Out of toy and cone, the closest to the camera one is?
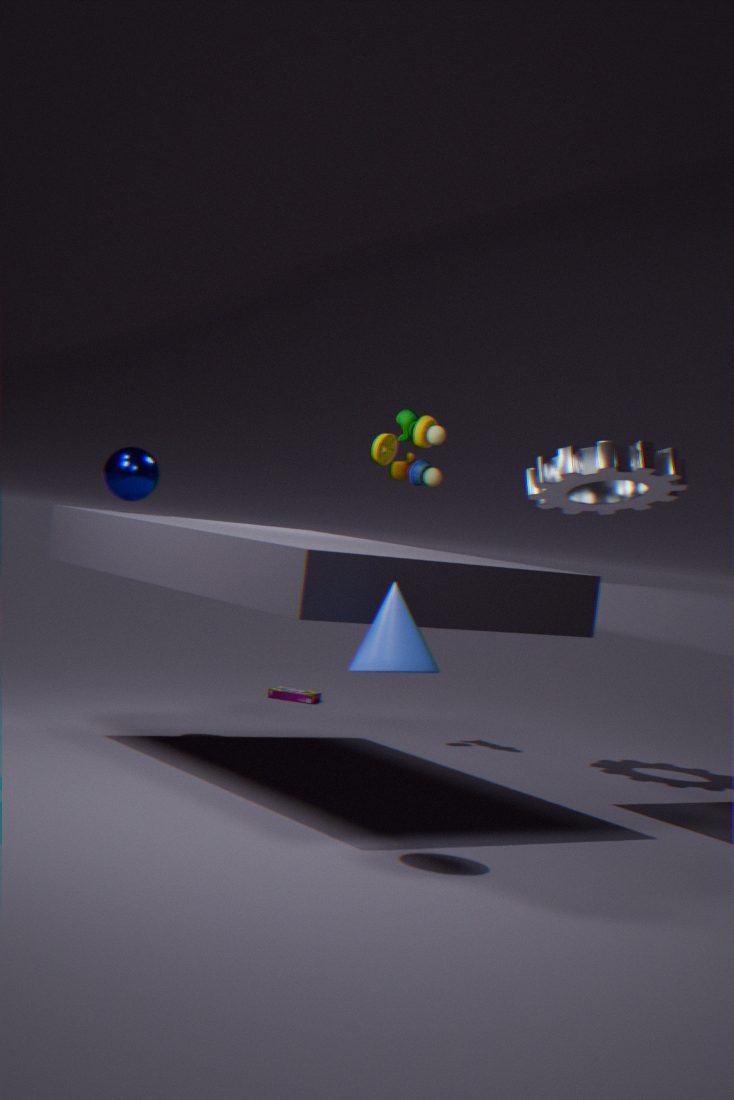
cone
